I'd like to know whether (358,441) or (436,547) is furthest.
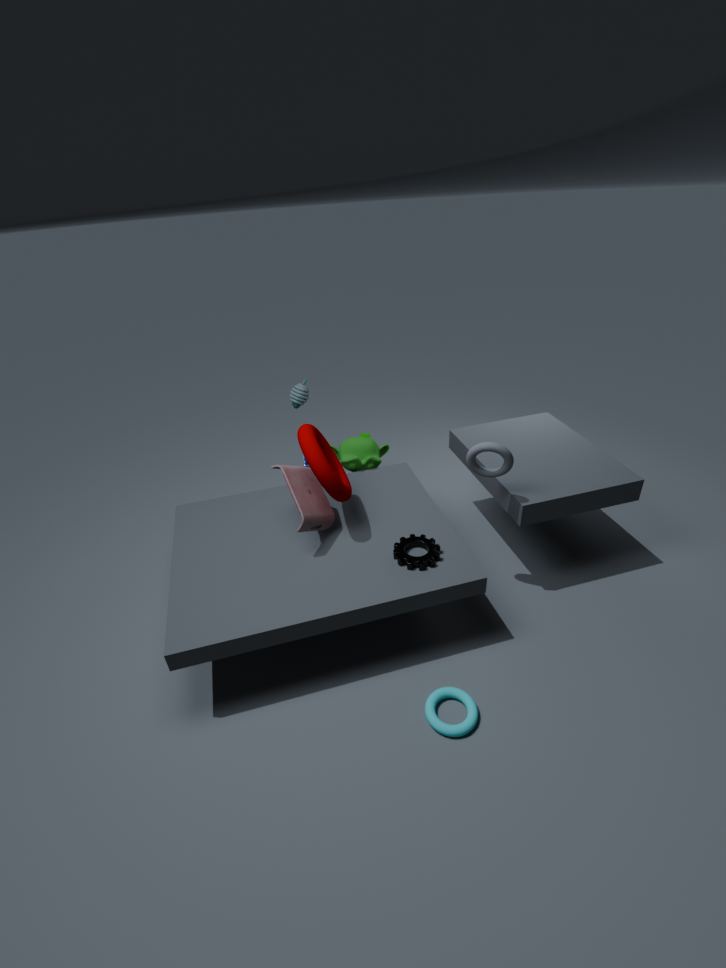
(358,441)
